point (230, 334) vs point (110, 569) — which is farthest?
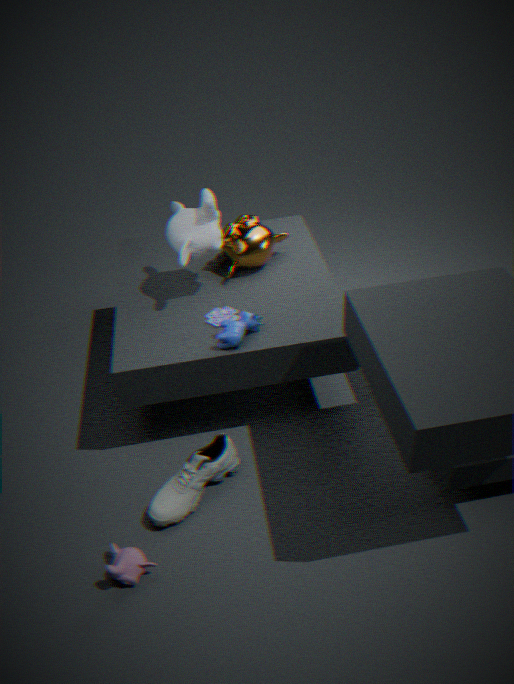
point (230, 334)
